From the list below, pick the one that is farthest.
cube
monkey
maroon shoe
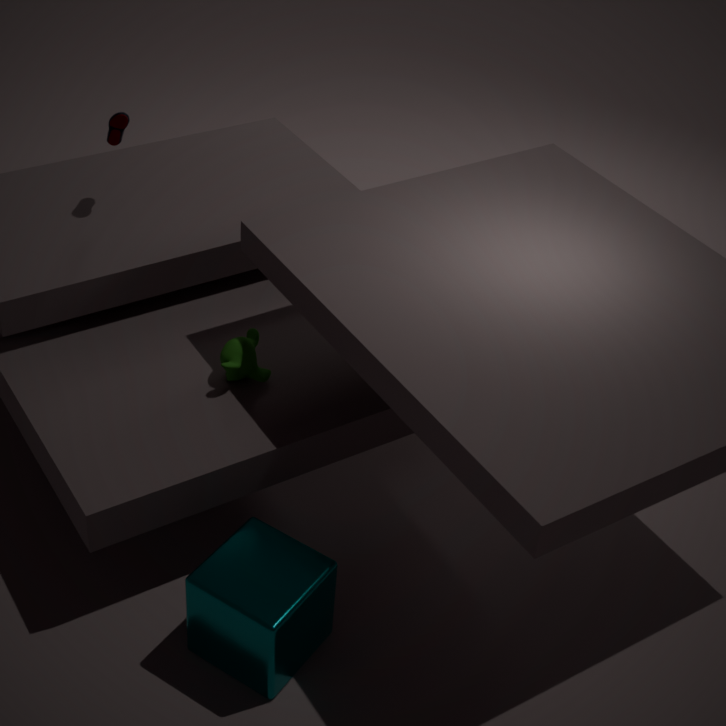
maroon shoe
